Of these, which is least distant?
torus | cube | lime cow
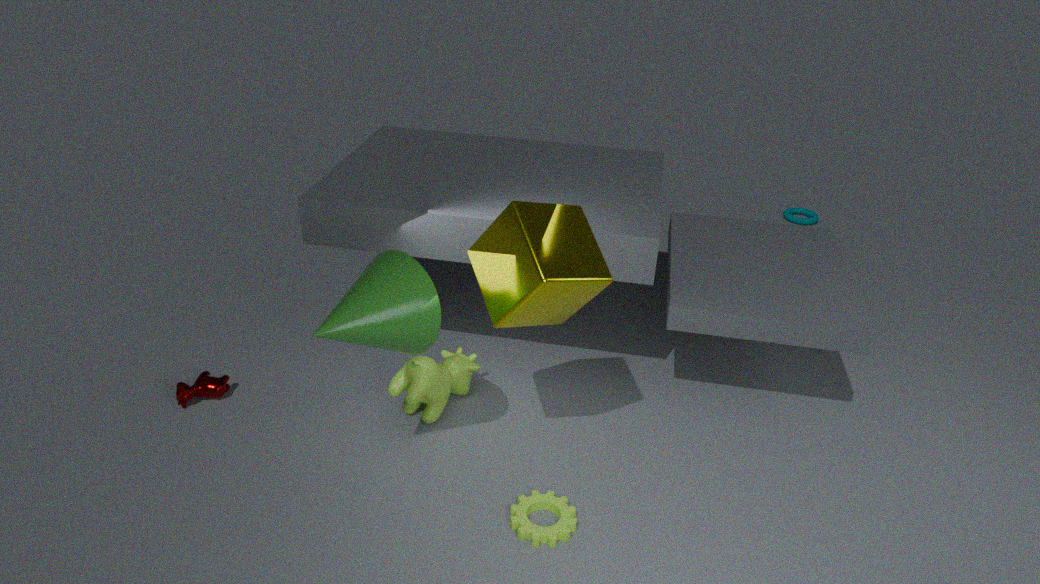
cube
